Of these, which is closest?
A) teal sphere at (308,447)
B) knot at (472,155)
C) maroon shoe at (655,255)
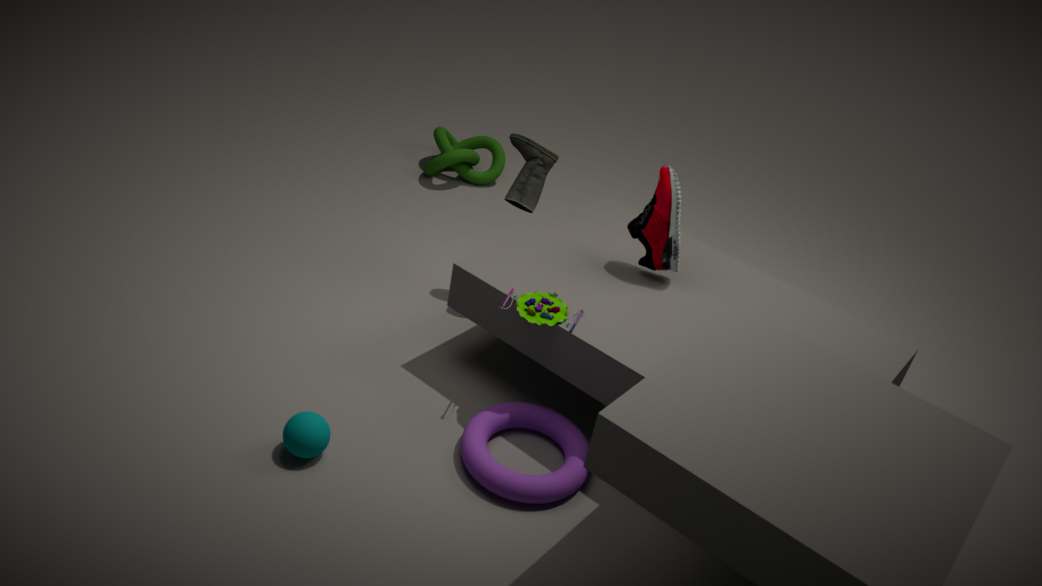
teal sphere at (308,447)
